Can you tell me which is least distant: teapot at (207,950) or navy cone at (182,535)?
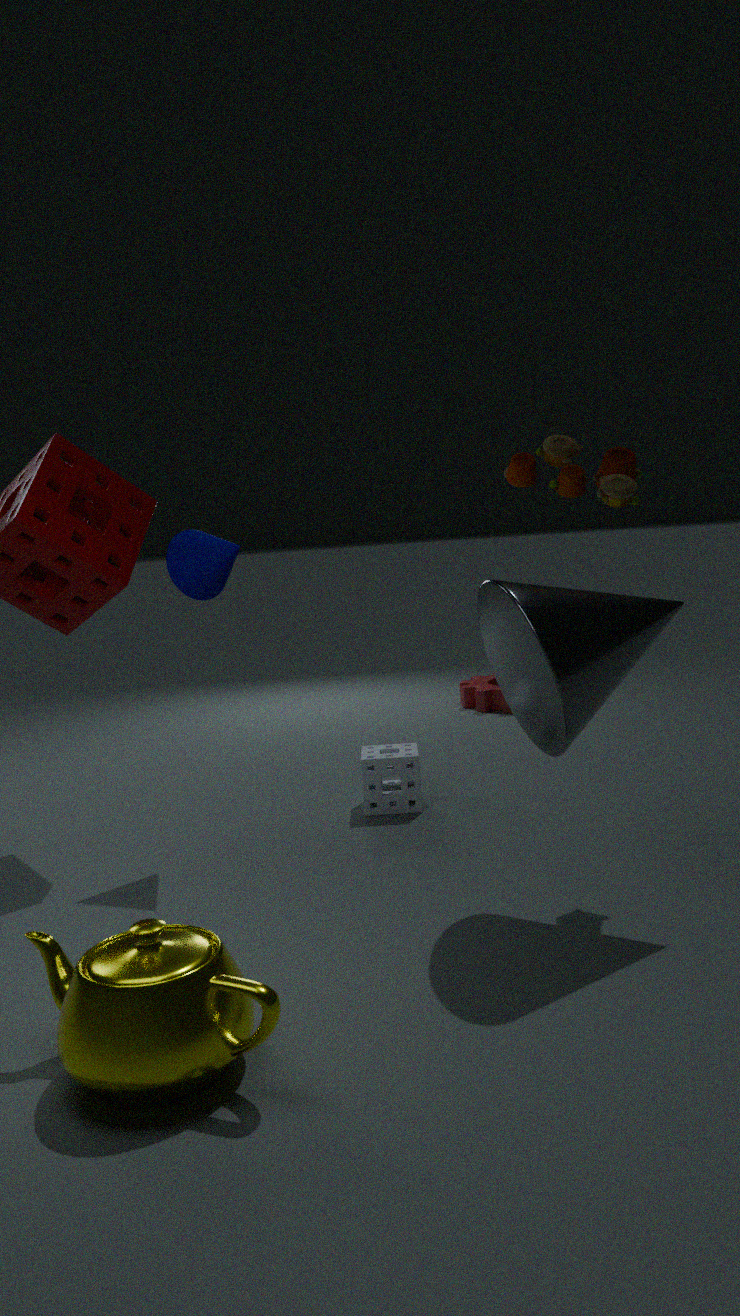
teapot at (207,950)
